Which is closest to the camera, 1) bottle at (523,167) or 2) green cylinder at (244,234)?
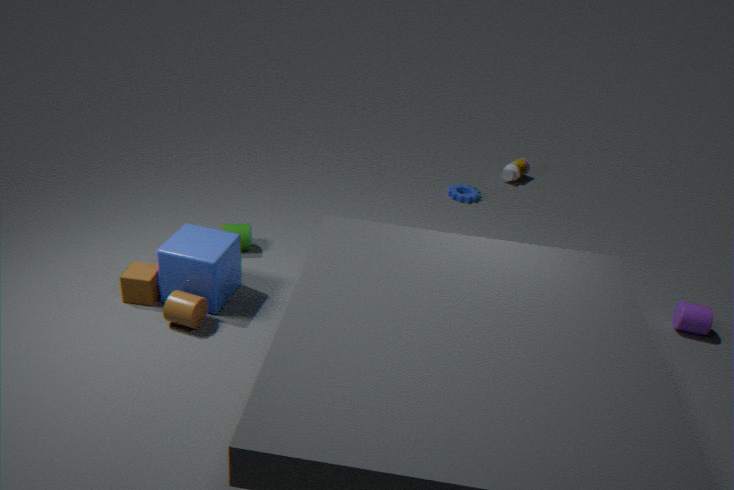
2. green cylinder at (244,234)
